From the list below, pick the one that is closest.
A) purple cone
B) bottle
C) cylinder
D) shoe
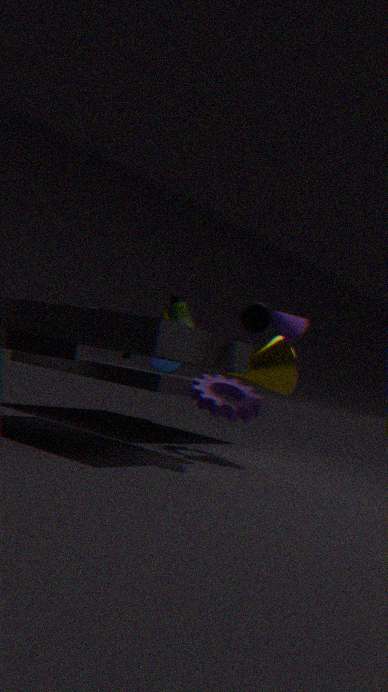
bottle
